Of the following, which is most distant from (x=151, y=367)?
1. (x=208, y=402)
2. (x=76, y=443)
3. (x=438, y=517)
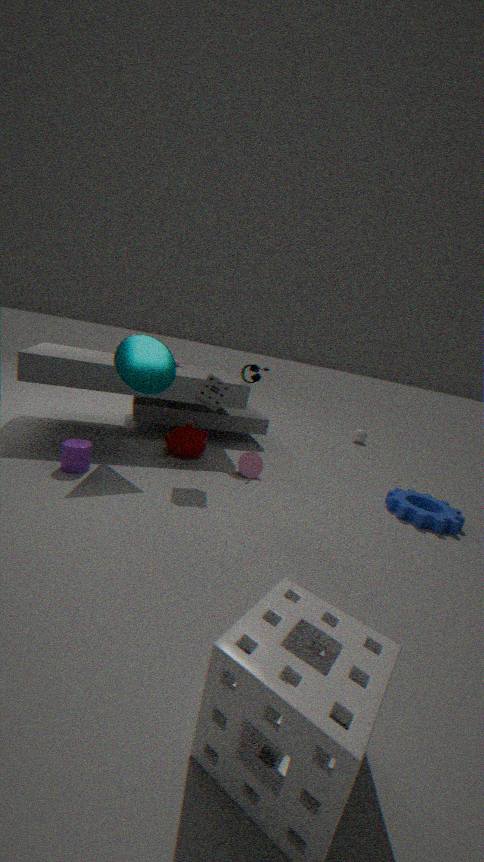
(x=438, y=517)
